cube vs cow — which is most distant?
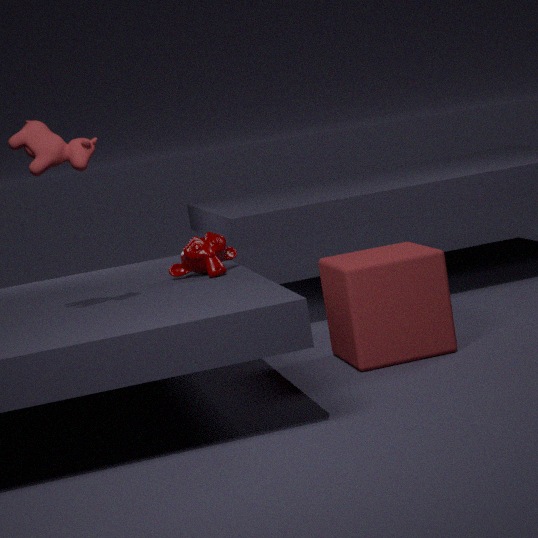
cube
